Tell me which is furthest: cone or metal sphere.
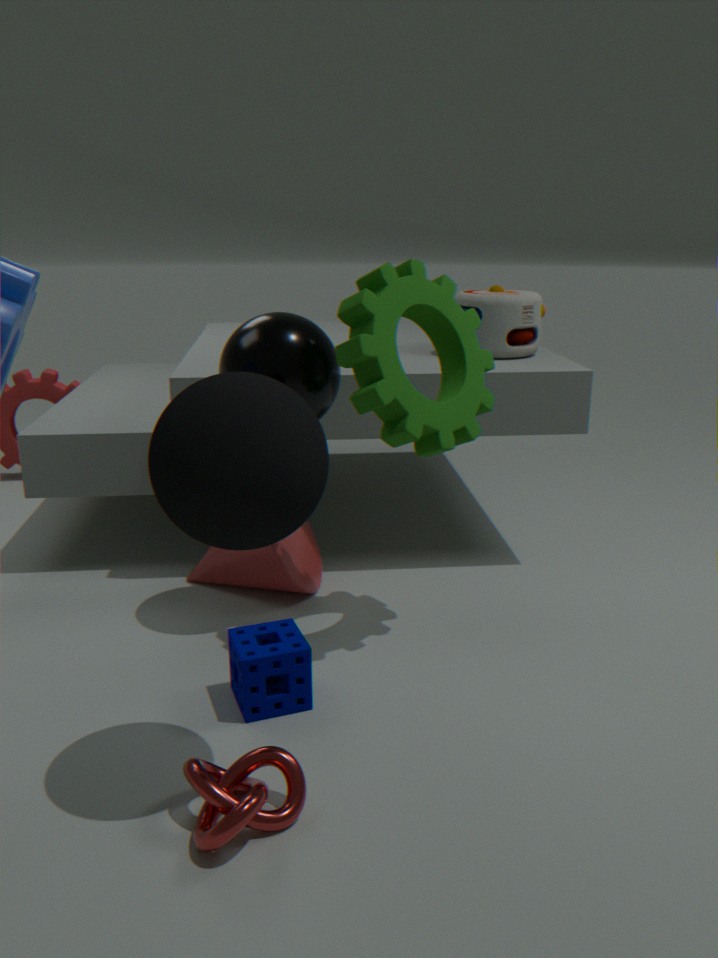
cone
